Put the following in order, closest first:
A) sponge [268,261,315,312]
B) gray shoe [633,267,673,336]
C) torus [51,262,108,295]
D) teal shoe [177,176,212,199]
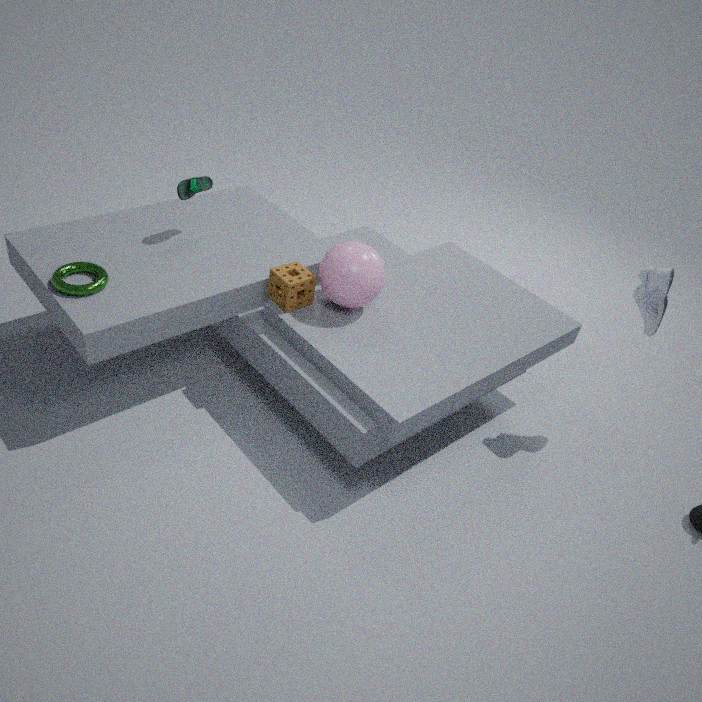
torus [51,262,108,295]
gray shoe [633,267,673,336]
sponge [268,261,315,312]
teal shoe [177,176,212,199]
